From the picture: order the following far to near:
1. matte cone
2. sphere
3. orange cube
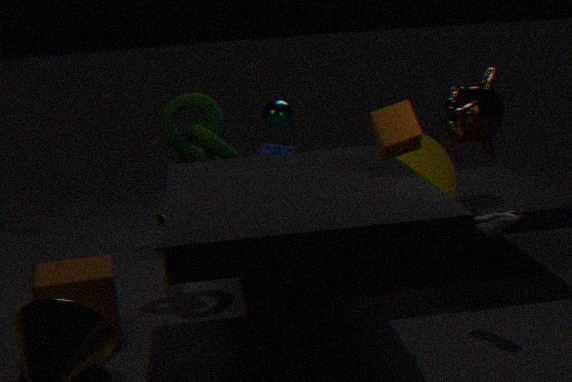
sphere < matte cone < orange cube
